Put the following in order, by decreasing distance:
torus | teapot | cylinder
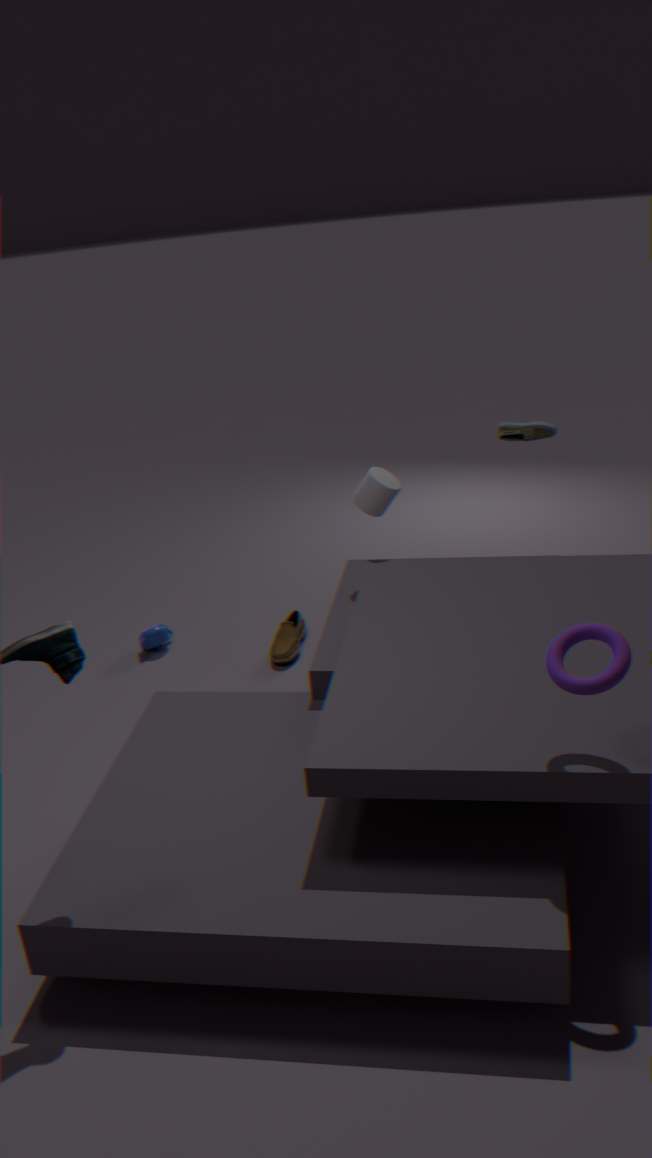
1. teapot
2. cylinder
3. torus
